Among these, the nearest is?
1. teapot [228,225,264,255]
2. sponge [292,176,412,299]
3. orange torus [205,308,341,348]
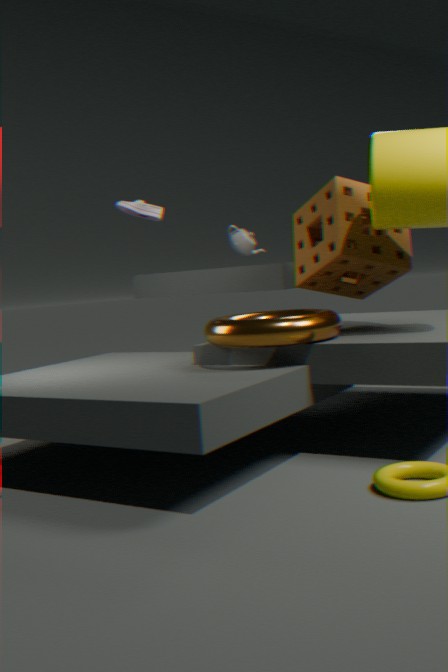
orange torus [205,308,341,348]
